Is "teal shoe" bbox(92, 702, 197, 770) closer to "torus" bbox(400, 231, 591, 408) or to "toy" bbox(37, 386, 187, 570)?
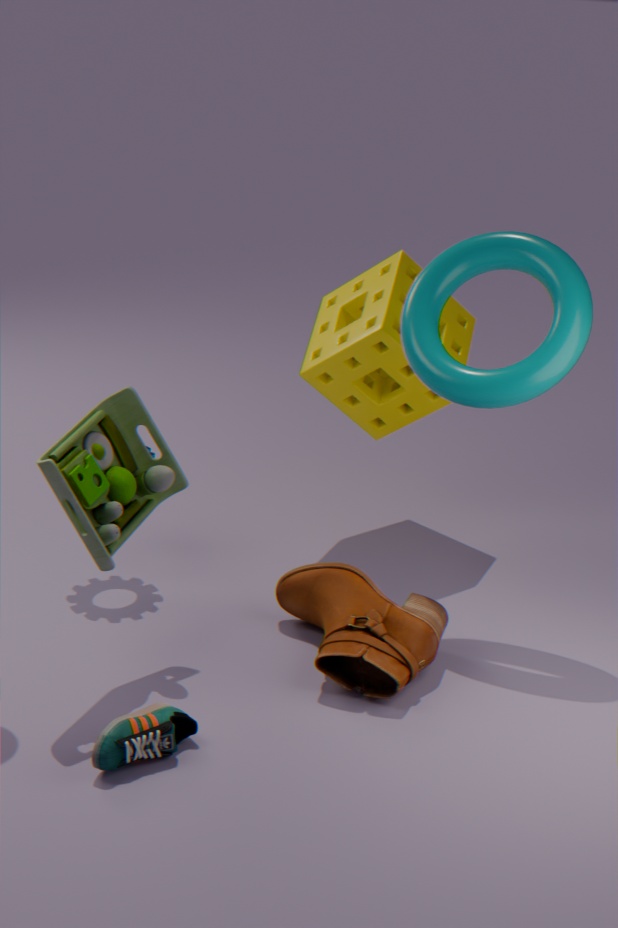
"toy" bbox(37, 386, 187, 570)
